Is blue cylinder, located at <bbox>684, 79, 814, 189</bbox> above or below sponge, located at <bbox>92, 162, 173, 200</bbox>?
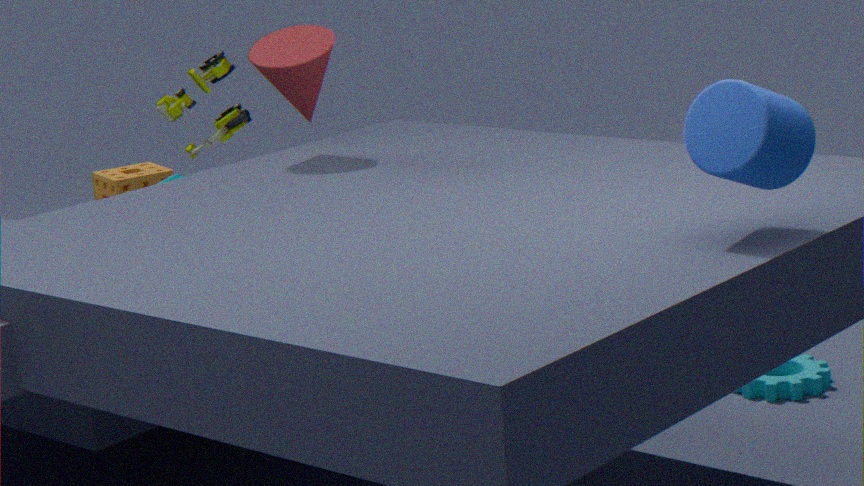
above
